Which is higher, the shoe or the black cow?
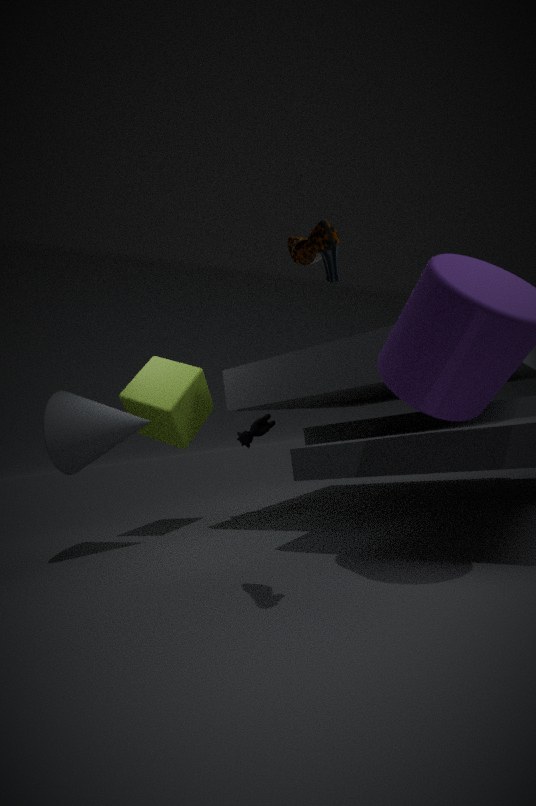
the shoe
